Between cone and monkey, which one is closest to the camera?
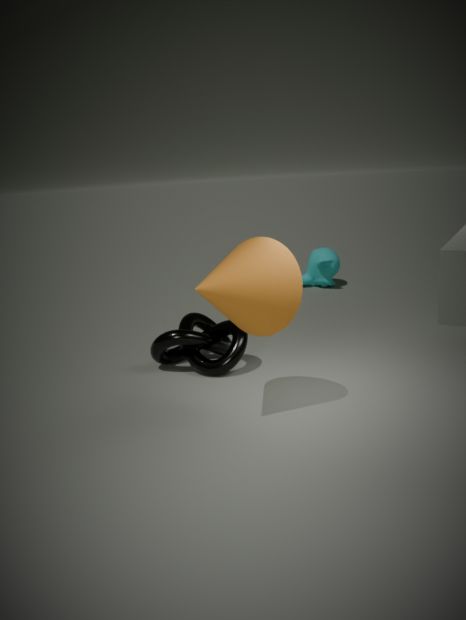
cone
